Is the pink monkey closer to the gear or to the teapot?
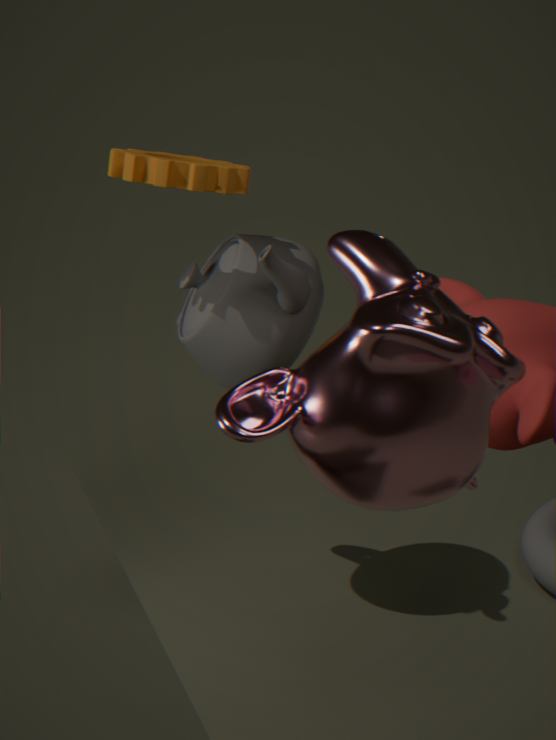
the teapot
